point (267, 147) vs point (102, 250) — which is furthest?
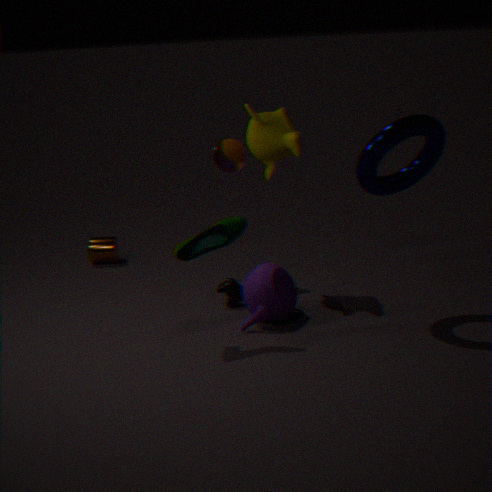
point (102, 250)
